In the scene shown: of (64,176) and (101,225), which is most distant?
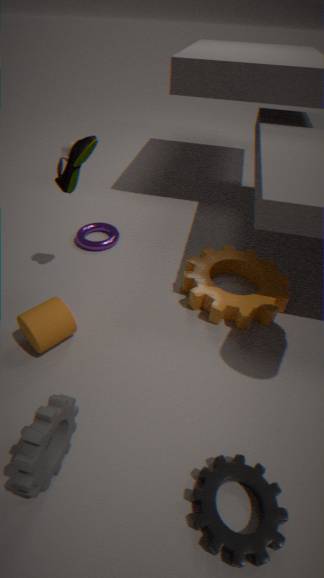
(101,225)
